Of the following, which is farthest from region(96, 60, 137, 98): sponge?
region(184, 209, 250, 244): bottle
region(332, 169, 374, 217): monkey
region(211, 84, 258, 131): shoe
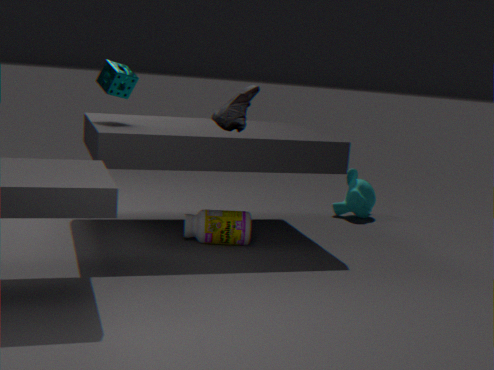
region(332, 169, 374, 217): monkey
